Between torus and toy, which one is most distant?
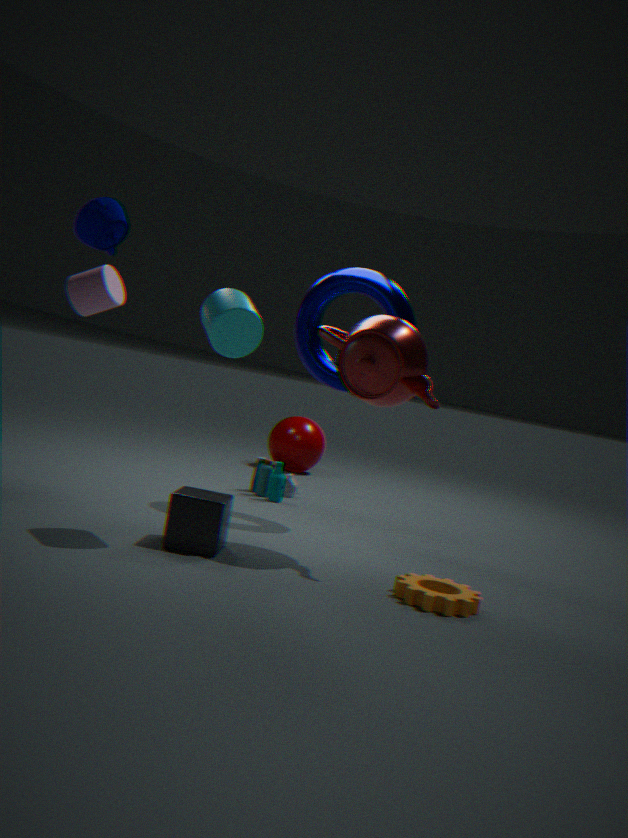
toy
